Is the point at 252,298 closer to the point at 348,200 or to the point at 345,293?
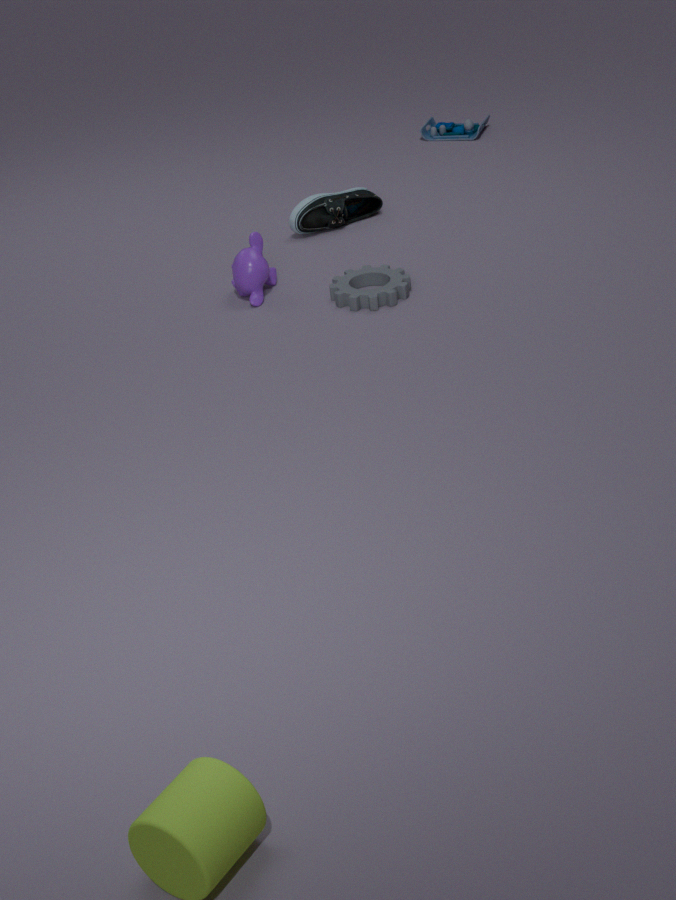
the point at 345,293
